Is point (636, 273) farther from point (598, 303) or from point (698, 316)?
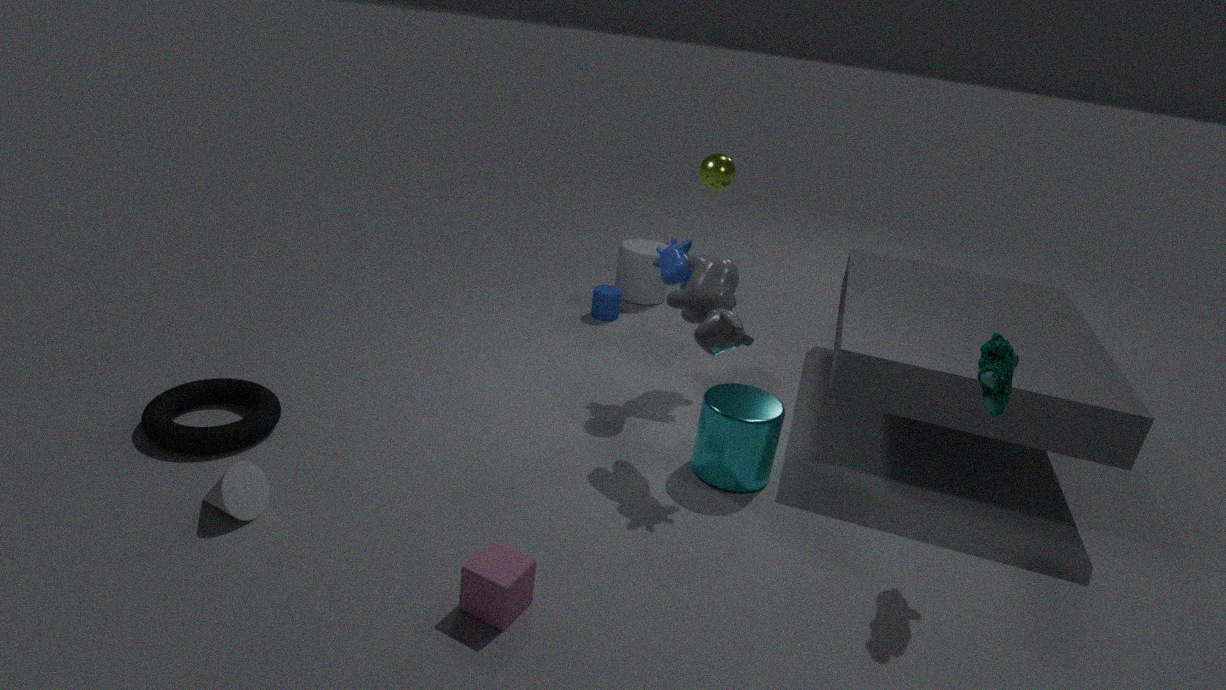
point (698, 316)
